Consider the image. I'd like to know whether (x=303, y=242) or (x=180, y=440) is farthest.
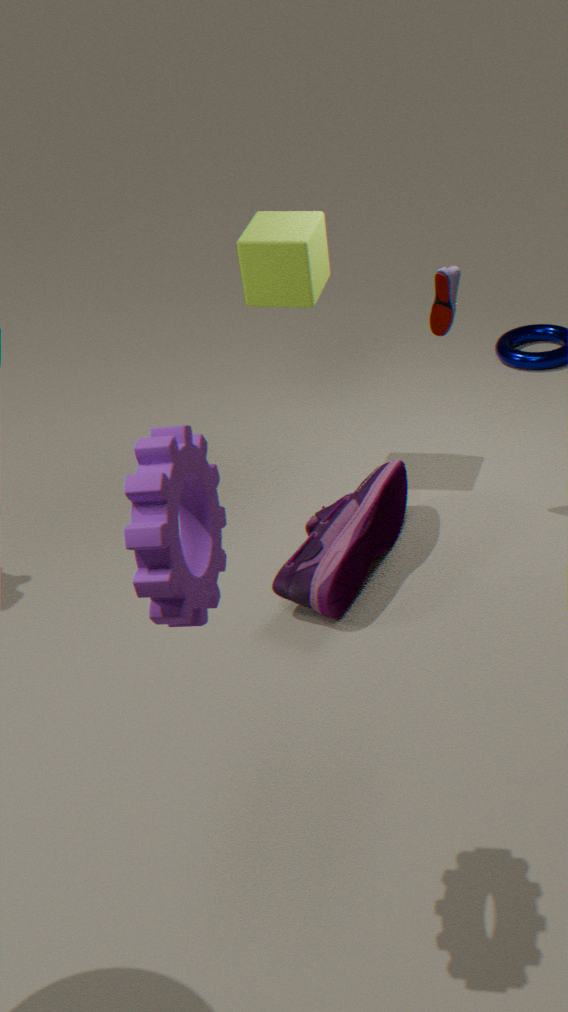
(x=303, y=242)
